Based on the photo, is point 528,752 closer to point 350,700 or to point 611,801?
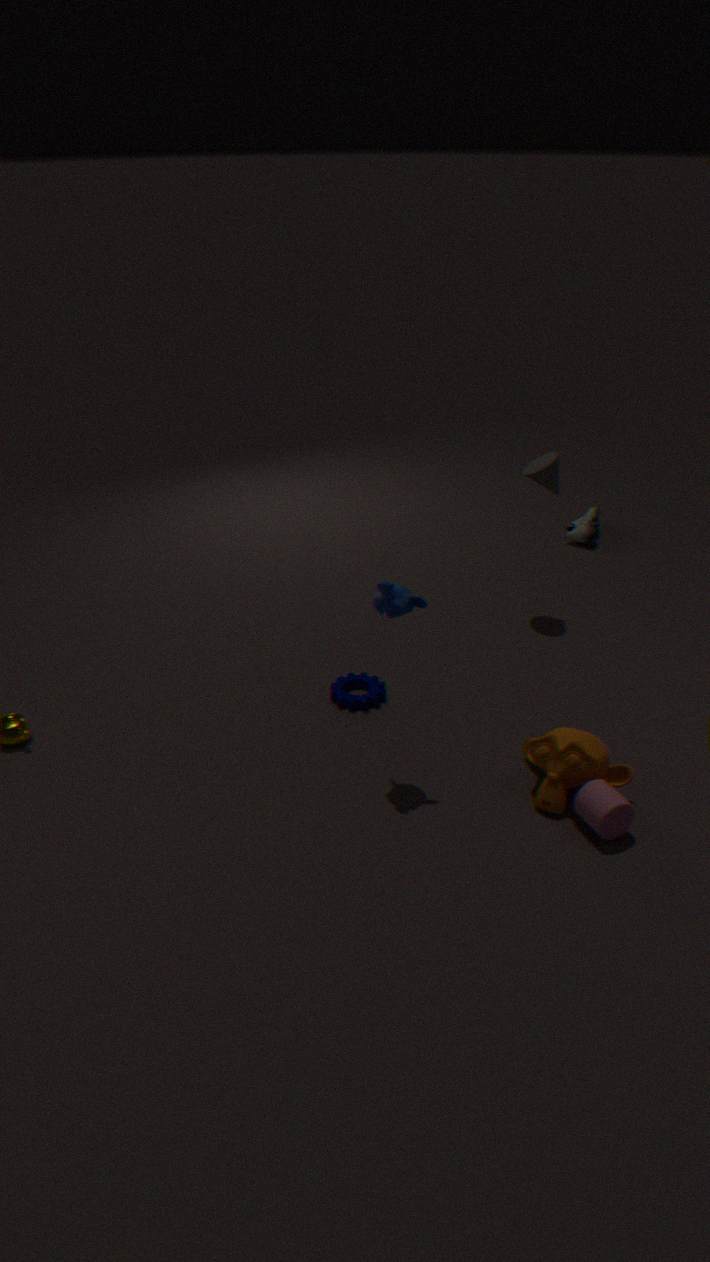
point 611,801
